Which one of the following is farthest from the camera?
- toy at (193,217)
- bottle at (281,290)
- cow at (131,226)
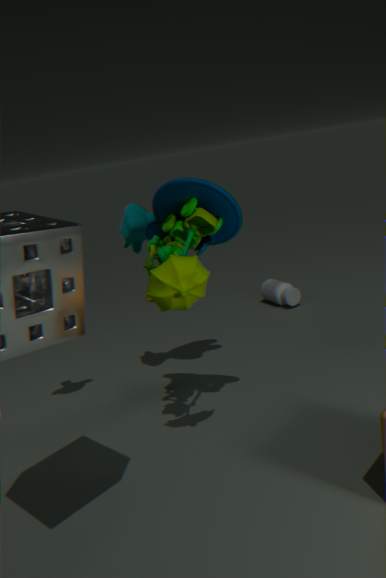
bottle at (281,290)
